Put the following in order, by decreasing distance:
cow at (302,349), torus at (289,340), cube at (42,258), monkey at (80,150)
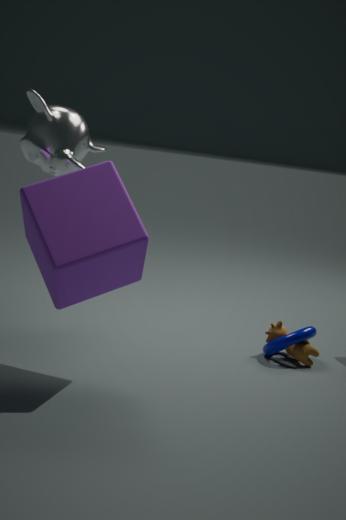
cow at (302,349), torus at (289,340), monkey at (80,150), cube at (42,258)
